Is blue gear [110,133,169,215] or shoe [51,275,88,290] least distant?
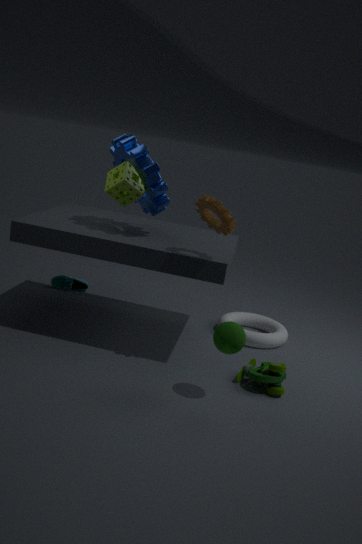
blue gear [110,133,169,215]
